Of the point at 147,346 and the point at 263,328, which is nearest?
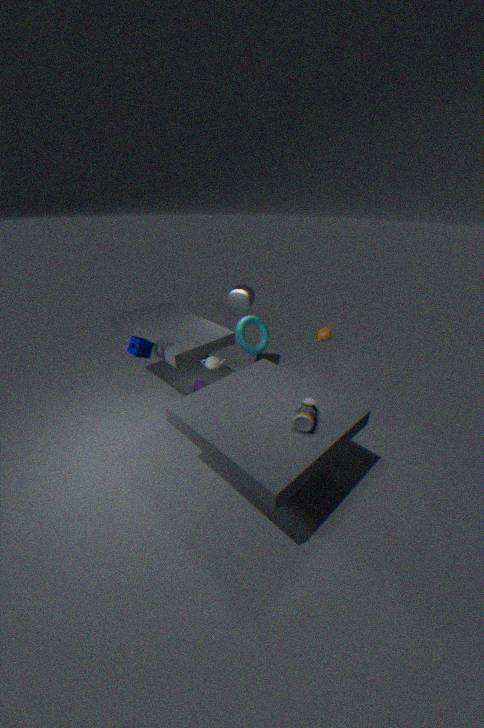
the point at 147,346
